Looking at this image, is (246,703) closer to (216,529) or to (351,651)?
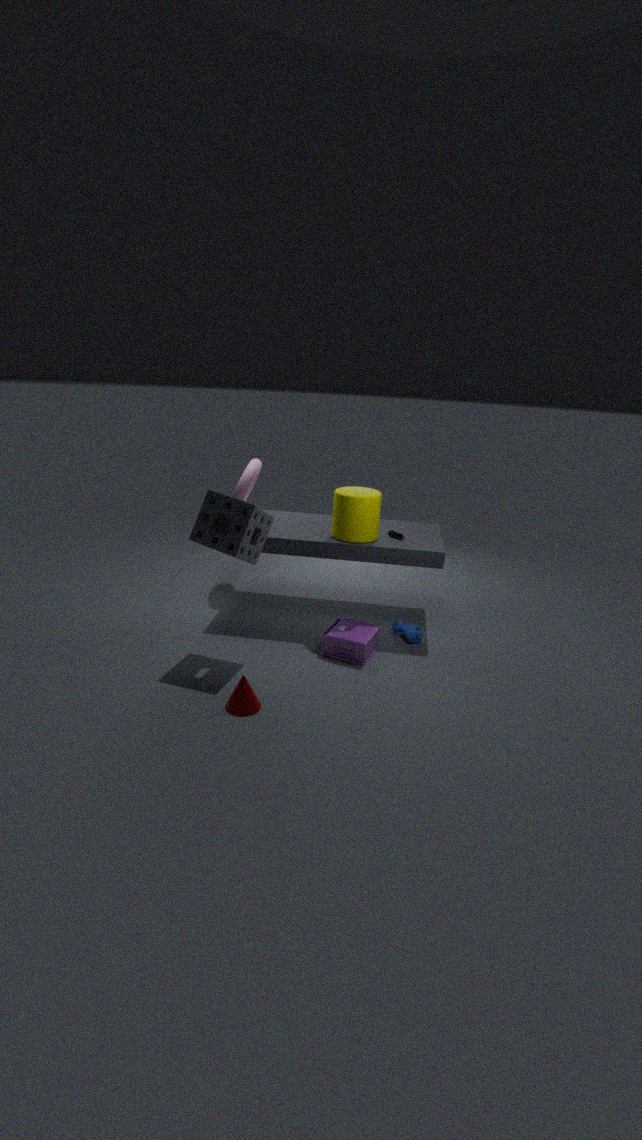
(351,651)
